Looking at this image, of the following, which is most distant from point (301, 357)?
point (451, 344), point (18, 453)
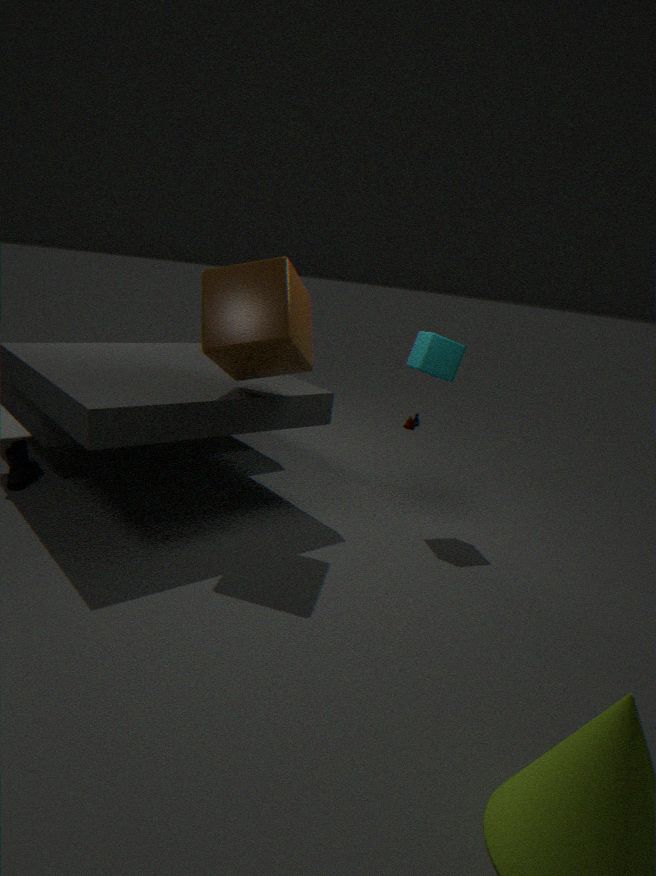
point (18, 453)
